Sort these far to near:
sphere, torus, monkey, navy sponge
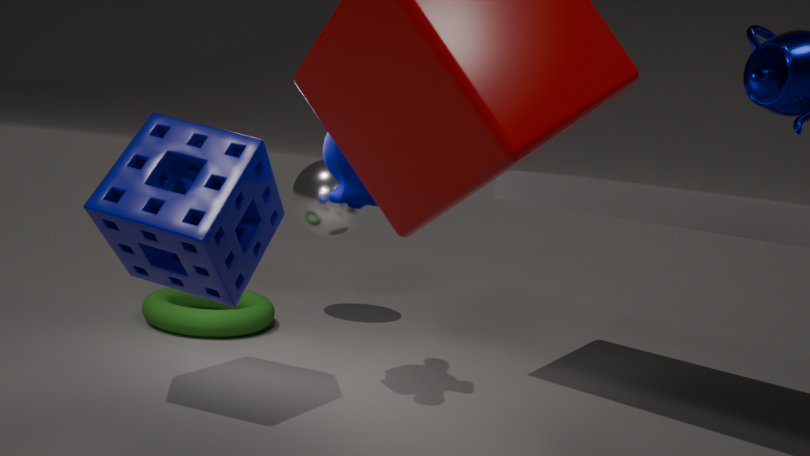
sphere
torus
monkey
navy sponge
